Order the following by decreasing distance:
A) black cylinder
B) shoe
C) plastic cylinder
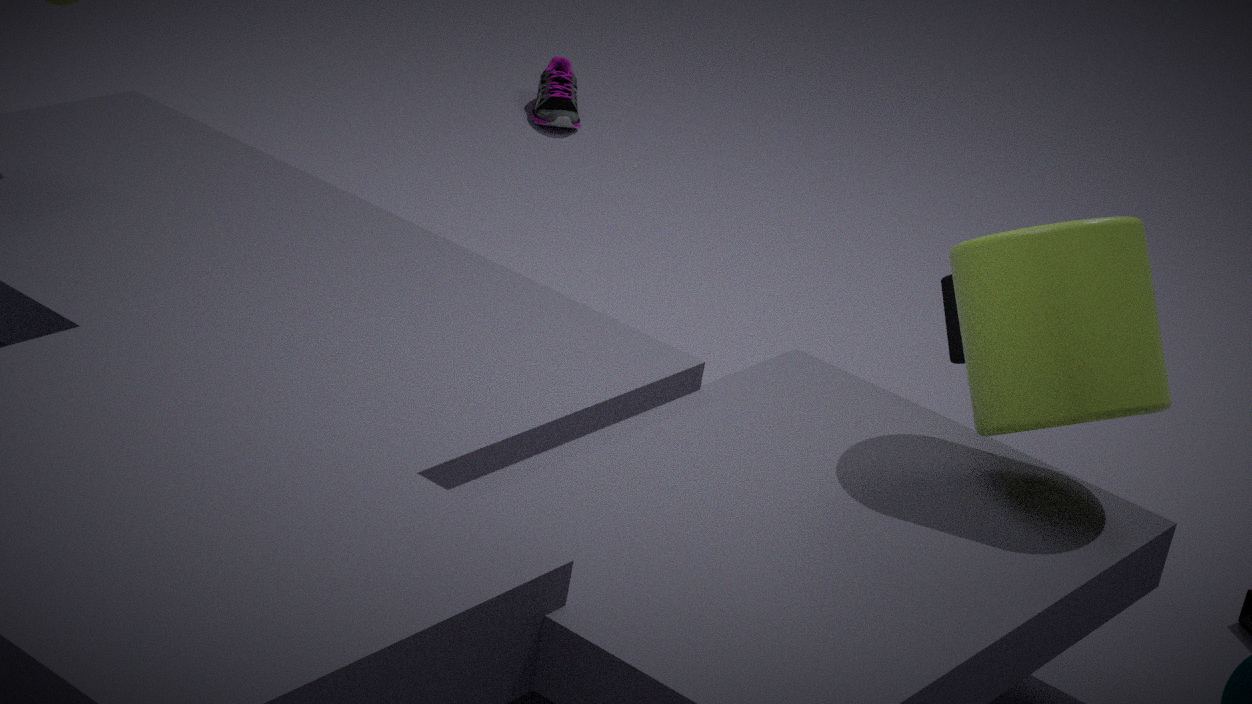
shoe → black cylinder → plastic cylinder
